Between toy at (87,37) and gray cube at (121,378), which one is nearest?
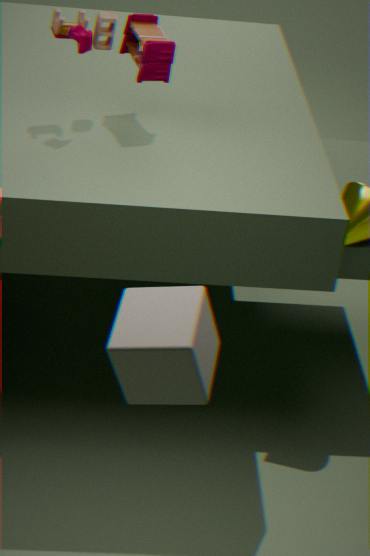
gray cube at (121,378)
